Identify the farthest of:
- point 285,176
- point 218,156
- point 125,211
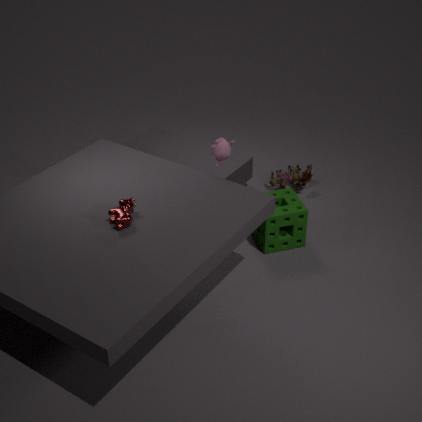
point 285,176
